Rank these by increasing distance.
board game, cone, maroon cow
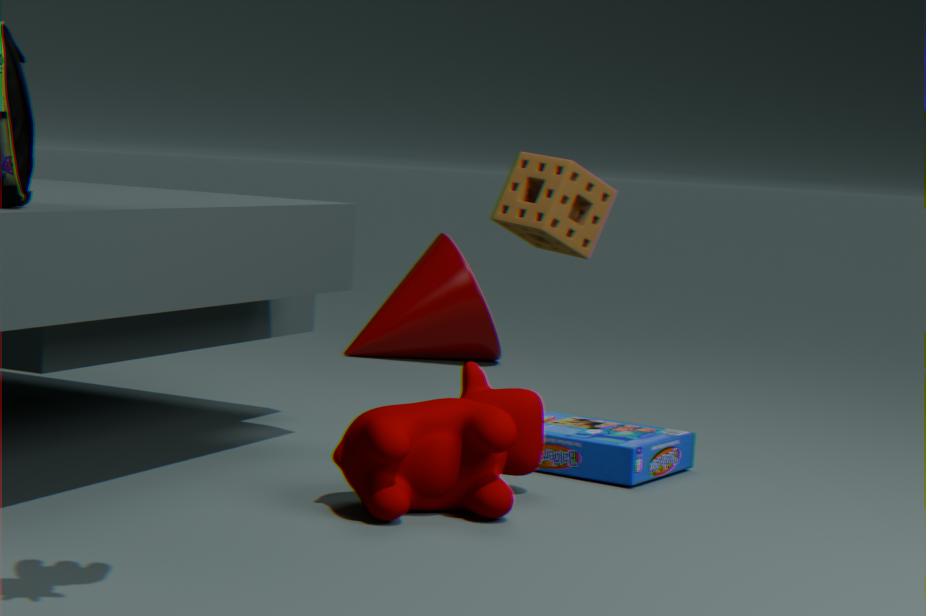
maroon cow → board game → cone
